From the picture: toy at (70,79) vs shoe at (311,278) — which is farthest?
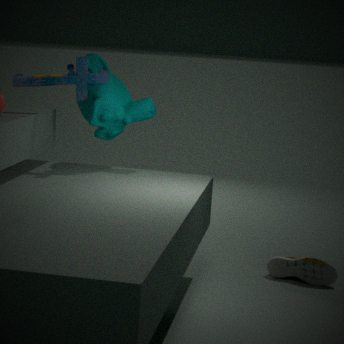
shoe at (311,278)
